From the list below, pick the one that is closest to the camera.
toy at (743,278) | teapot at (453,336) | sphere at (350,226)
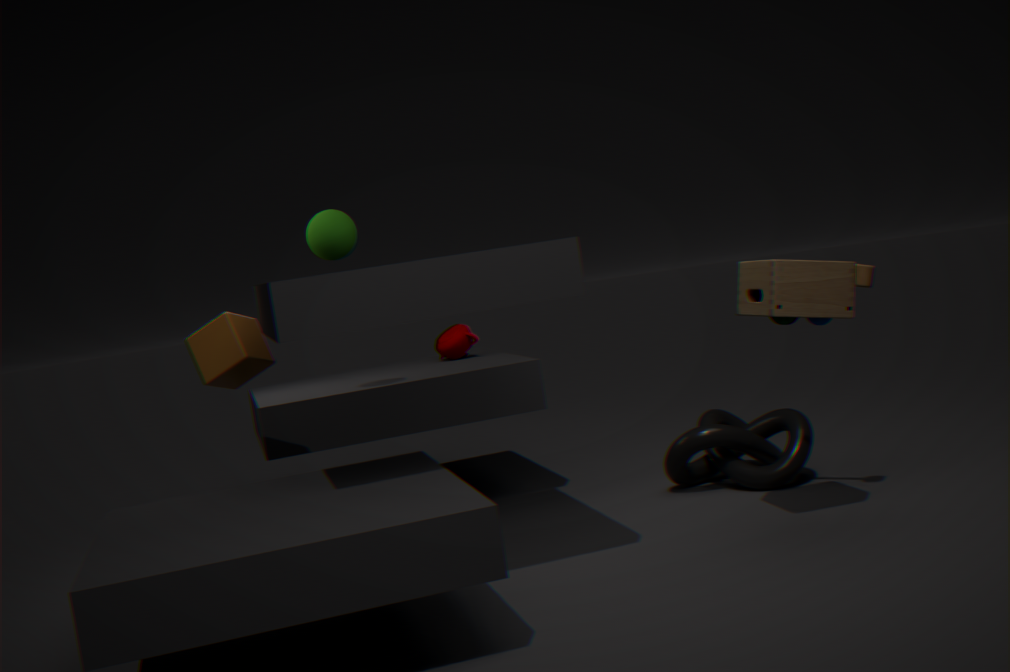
toy at (743,278)
